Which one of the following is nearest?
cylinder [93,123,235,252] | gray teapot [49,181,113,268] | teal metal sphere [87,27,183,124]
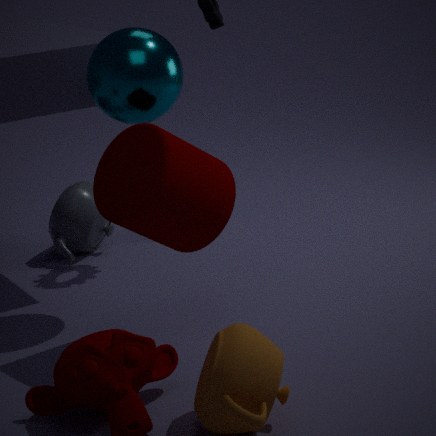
cylinder [93,123,235,252]
